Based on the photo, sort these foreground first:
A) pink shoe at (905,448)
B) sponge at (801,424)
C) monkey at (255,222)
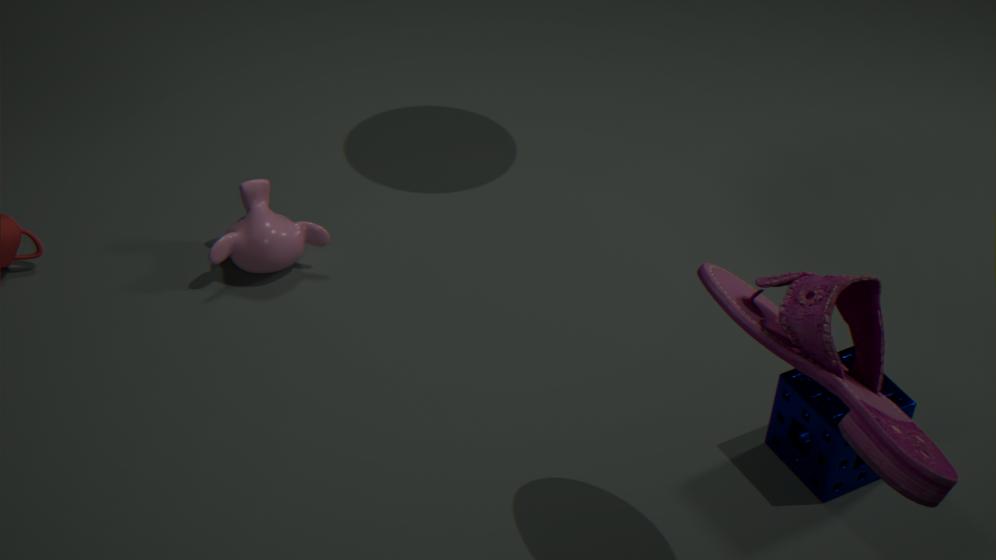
pink shoe at (905,448)
sponge at (801,424)
monkey at (255,222)
